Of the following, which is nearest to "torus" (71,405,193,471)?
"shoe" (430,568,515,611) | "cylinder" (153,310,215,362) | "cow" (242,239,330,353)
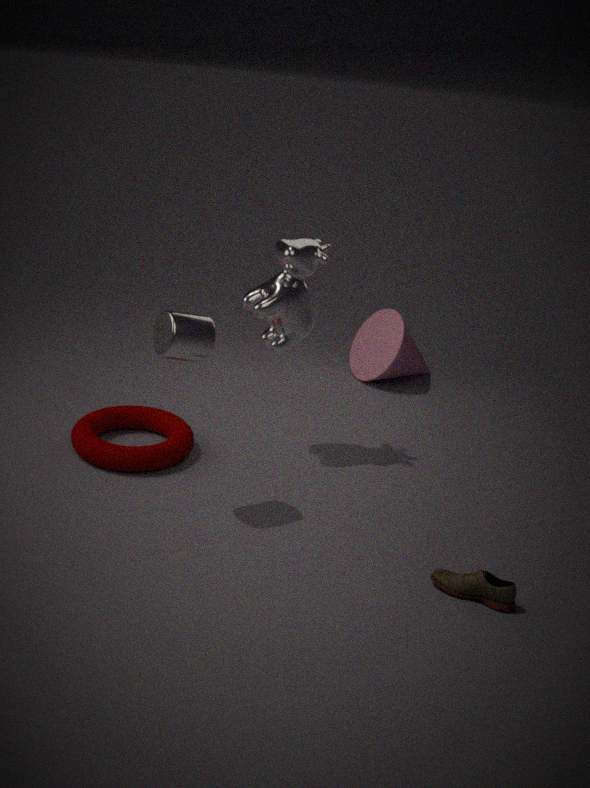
"cow" (242,239,330,353)
